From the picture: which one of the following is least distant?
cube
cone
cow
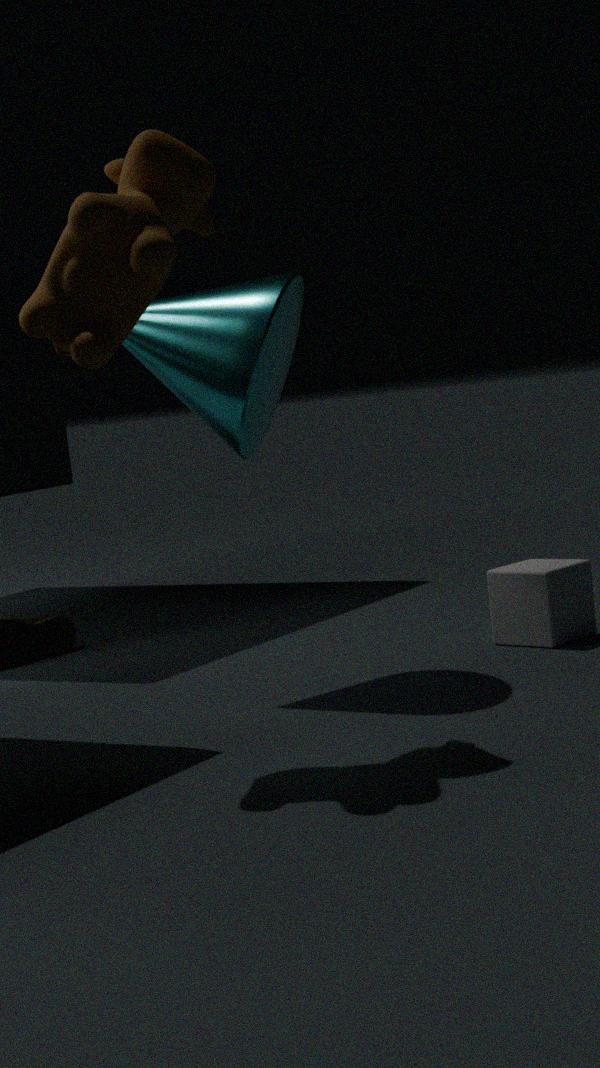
cow
